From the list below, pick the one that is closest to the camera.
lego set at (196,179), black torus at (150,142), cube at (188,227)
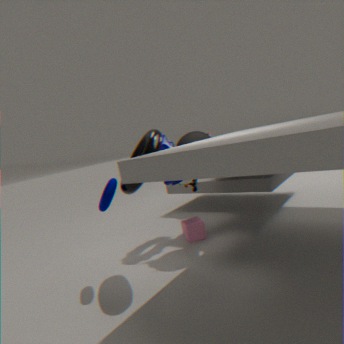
black torus at (150,142)
